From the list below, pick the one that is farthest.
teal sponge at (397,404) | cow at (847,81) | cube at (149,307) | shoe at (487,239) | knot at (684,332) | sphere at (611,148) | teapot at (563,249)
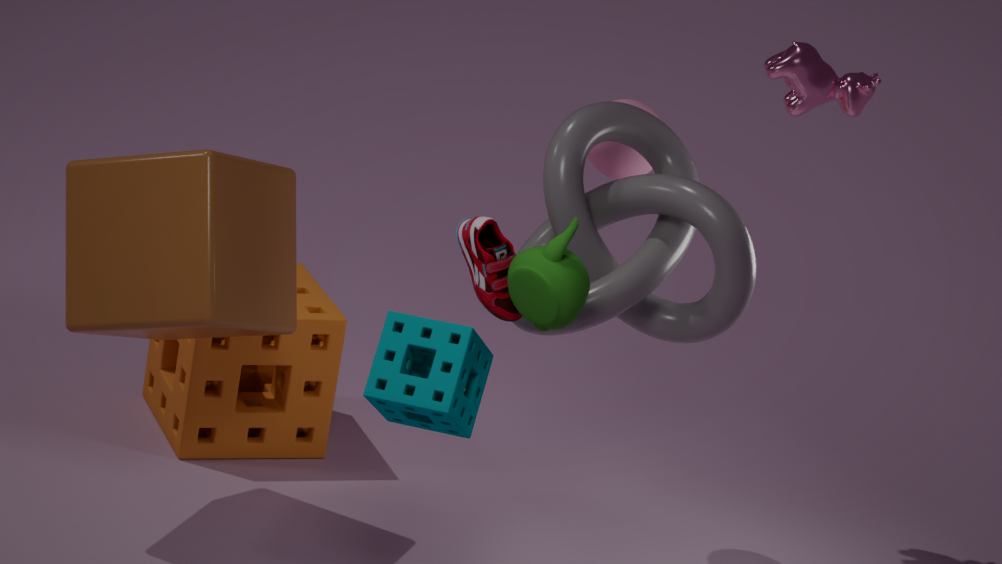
cow at (847,81)
